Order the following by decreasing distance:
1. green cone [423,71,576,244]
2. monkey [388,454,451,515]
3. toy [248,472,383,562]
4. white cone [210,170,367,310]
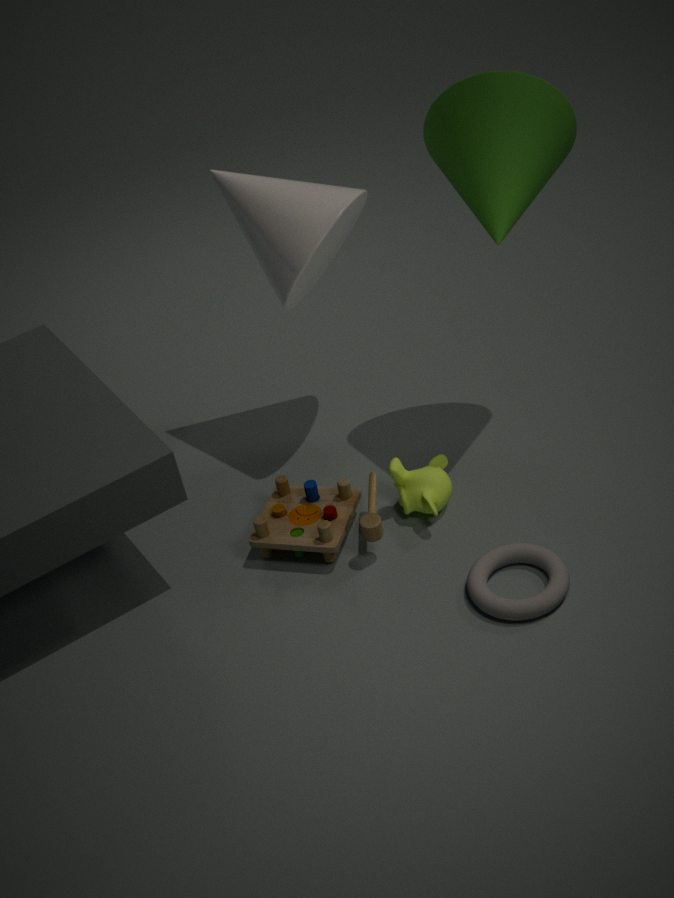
white cone [210,170,367,310] → monkey [388,454,451,515] → toy [248,472,383,562] → green cone [423,71,576,244]
